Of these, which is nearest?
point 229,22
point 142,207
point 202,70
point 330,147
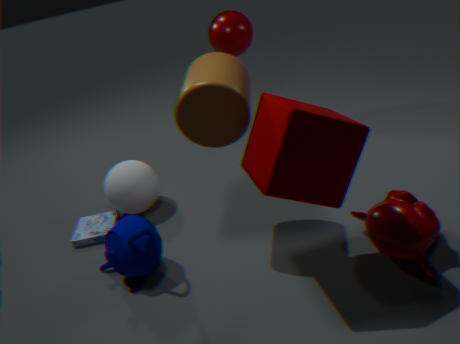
point 330,147
